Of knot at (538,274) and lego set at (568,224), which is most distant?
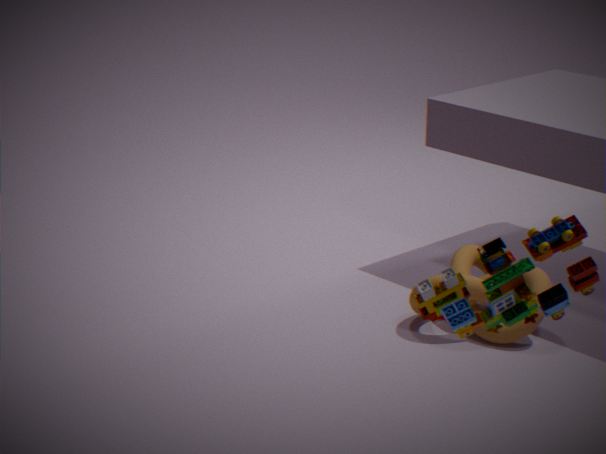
knot at (538,274)
